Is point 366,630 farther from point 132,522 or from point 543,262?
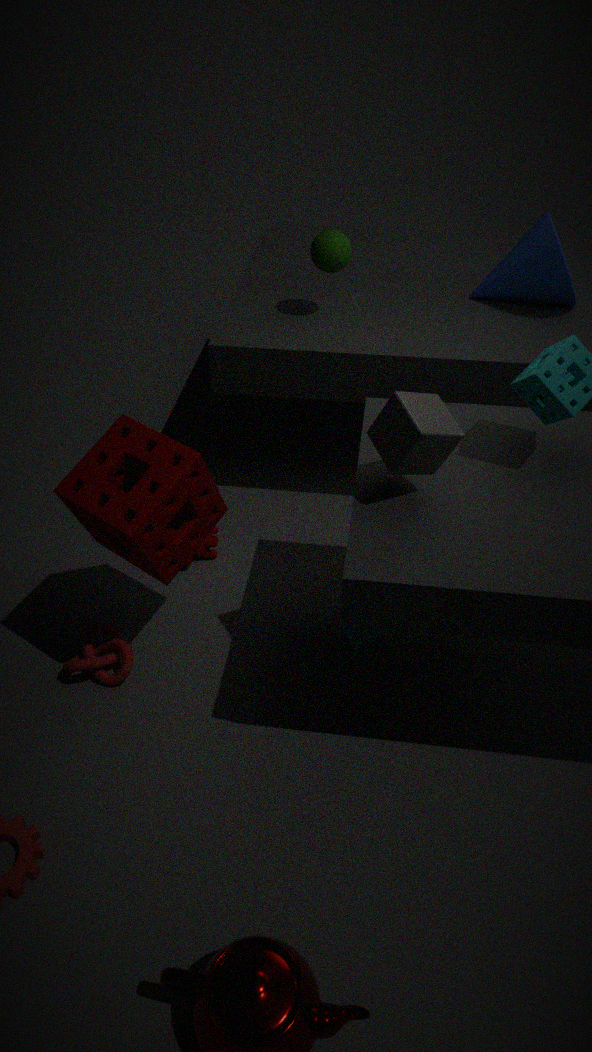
point 543,262
